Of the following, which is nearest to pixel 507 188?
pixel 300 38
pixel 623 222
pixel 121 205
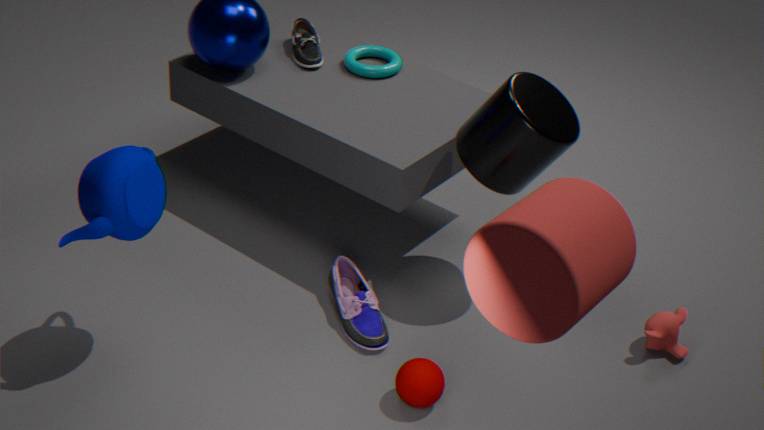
pixel 300 38
